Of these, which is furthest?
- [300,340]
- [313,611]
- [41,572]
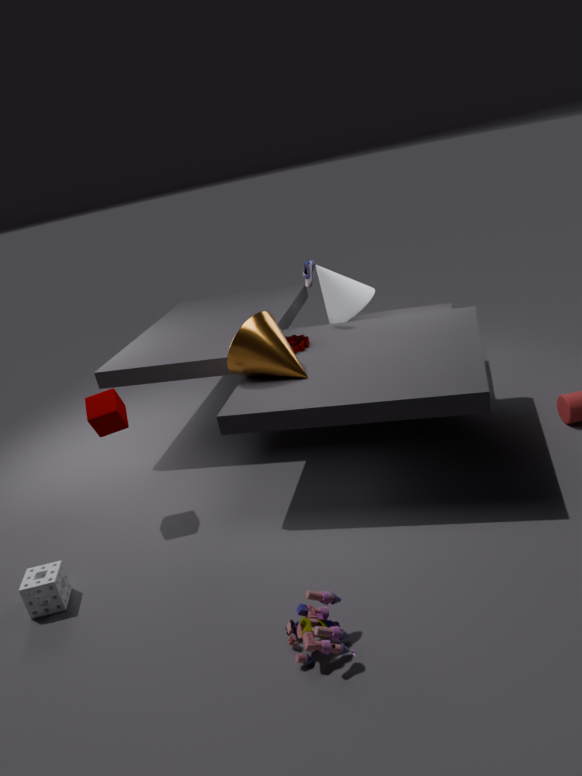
[300,340]
